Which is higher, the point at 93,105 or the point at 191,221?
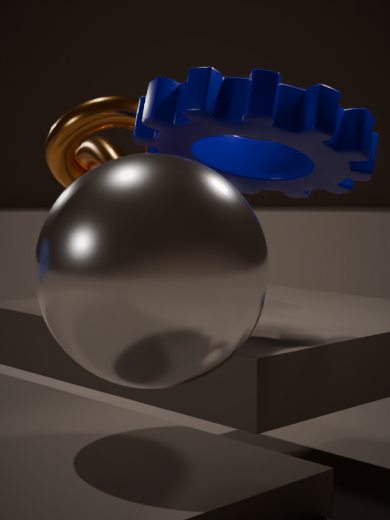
the point at 93,105
